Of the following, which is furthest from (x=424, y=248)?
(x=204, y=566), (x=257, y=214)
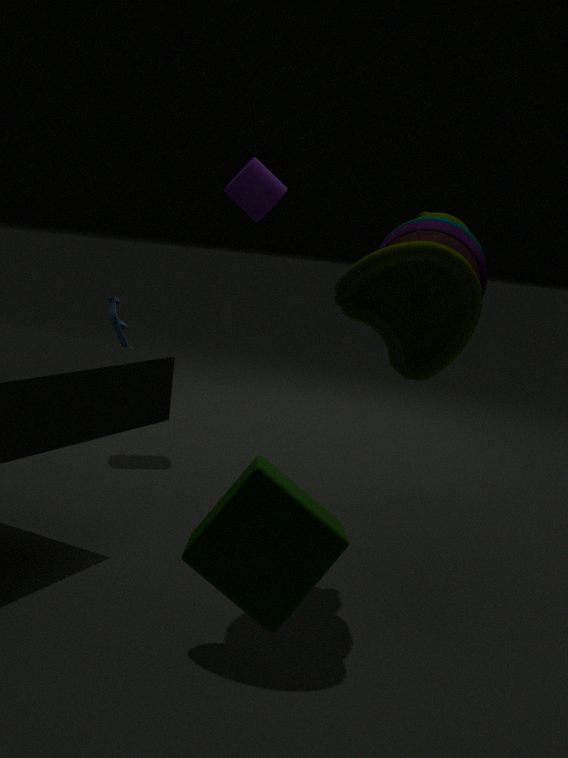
(x=257, y=214)
